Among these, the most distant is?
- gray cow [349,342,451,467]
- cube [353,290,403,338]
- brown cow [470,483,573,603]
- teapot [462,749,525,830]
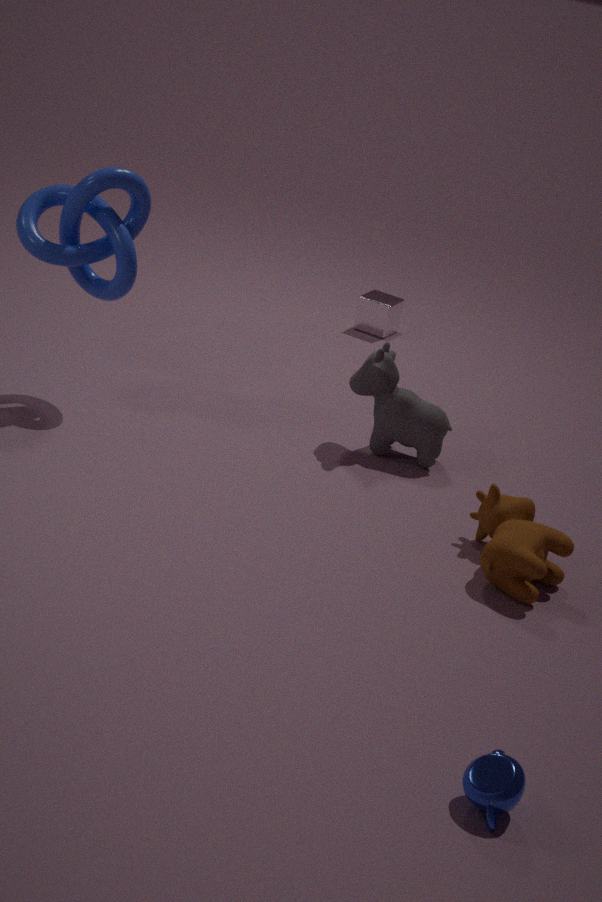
cube [353,290,403,338]
